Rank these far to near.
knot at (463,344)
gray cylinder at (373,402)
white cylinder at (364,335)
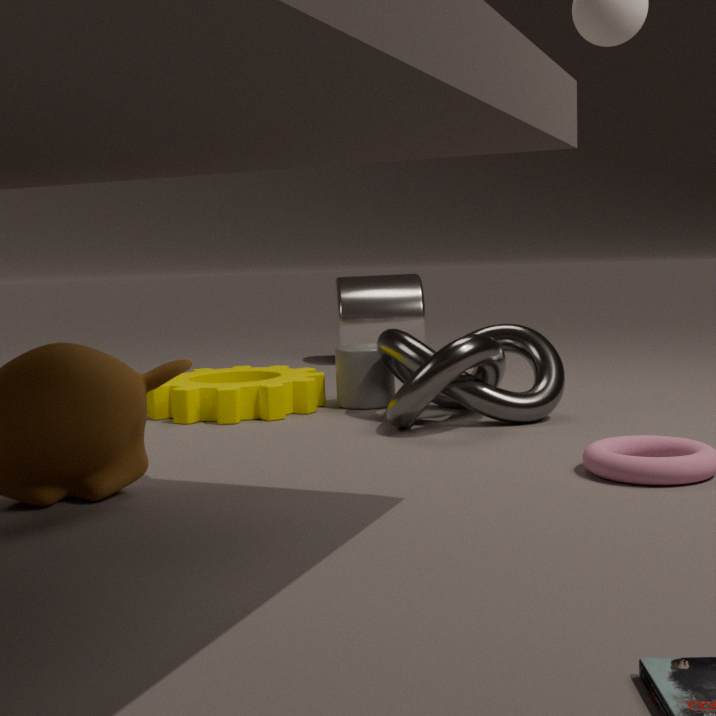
white cylinder at (364,335) → gray cylinder at (373,402) → knot at (463,344)
